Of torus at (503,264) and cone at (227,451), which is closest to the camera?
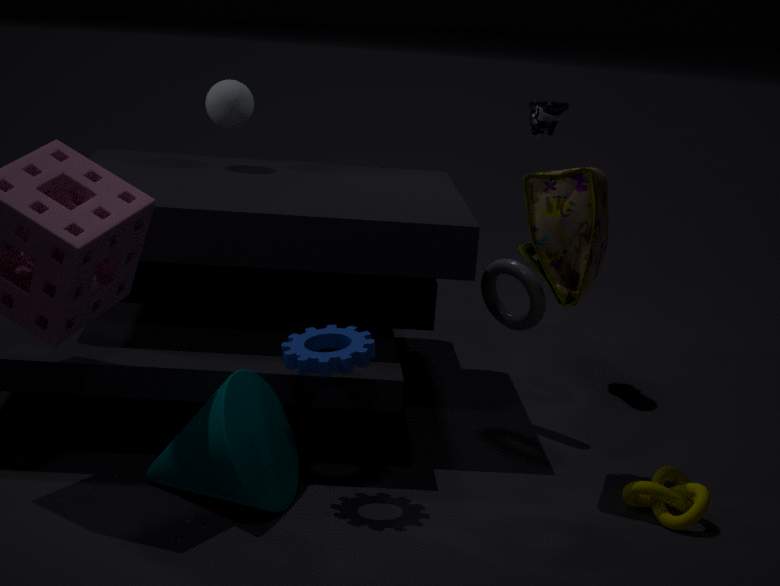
cone at (227,451)
